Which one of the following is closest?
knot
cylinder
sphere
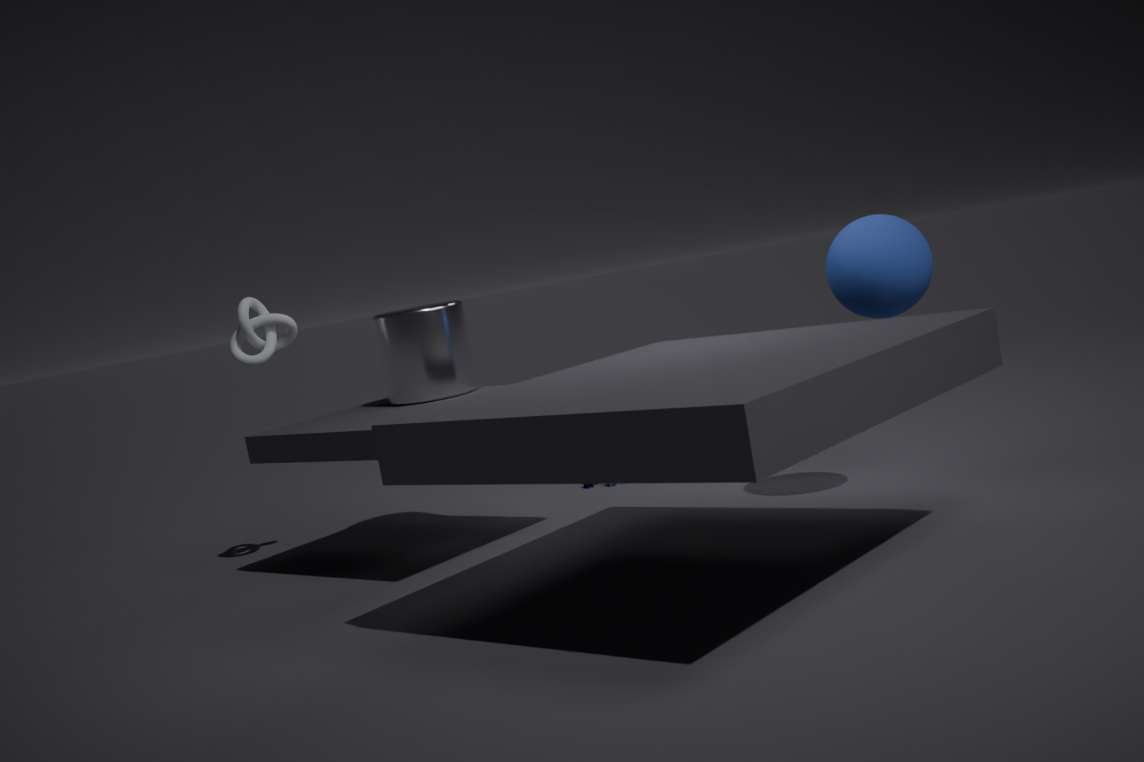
sphere
